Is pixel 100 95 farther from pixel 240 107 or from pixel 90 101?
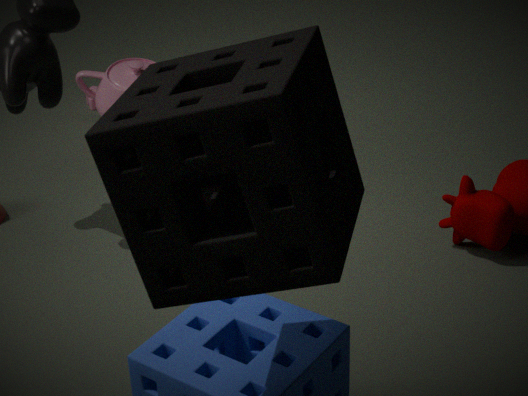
pixel 240 107
